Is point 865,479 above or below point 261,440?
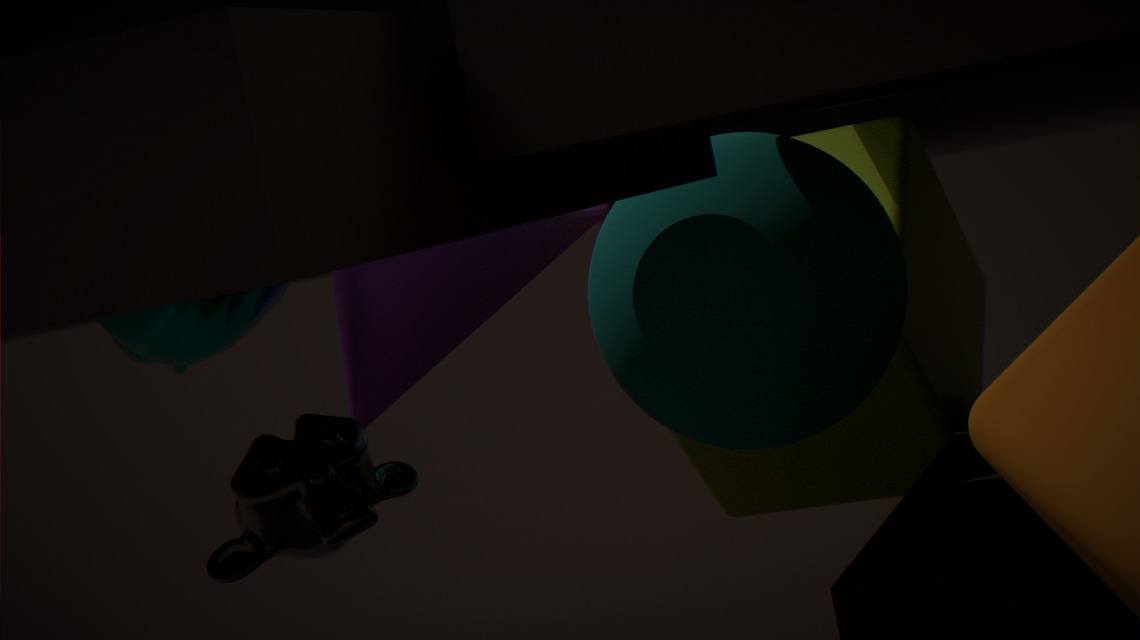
above
